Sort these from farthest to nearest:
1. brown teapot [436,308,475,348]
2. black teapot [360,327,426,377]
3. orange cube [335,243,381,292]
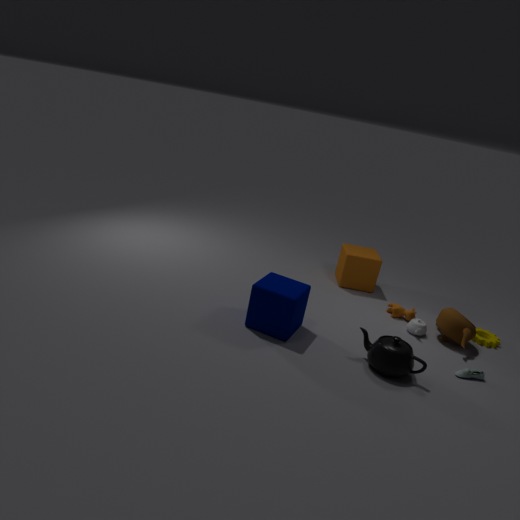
orange cube [335,243,381,292] < brown teapot [436,308,475,348] < black teapot [360,327,426,377]
